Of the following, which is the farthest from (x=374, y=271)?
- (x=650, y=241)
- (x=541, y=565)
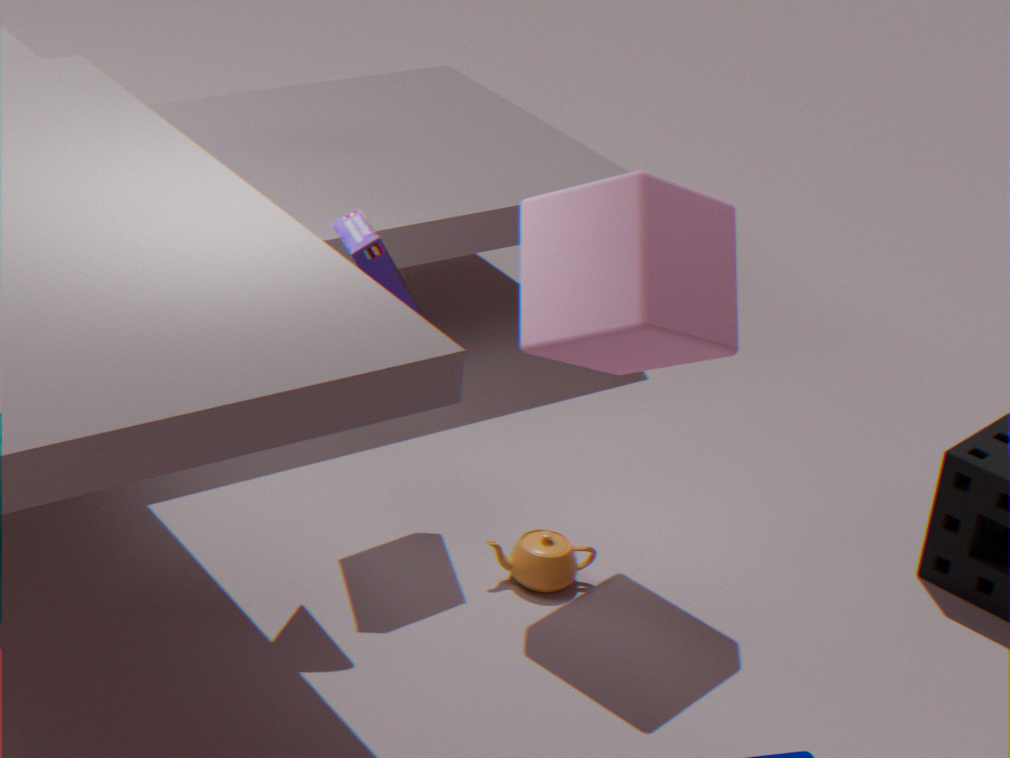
(x=541, y=565)
